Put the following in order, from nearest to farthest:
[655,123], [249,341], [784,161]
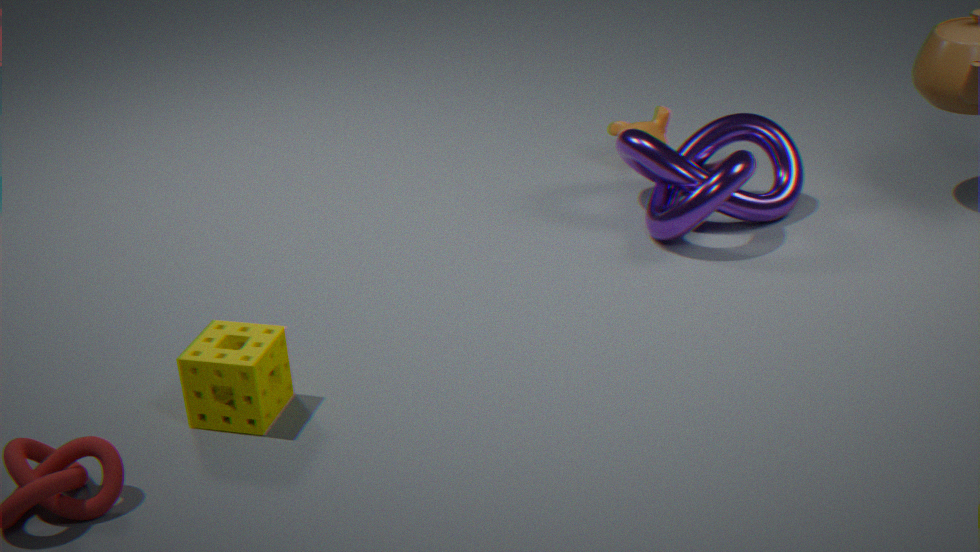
[249,341] → [784,161] → [655,123]
